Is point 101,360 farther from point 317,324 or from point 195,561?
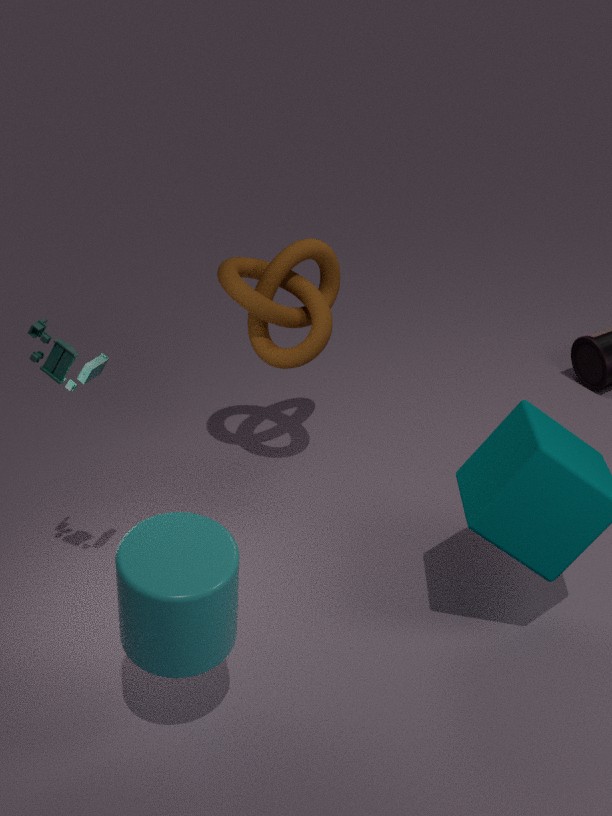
point 317,324
